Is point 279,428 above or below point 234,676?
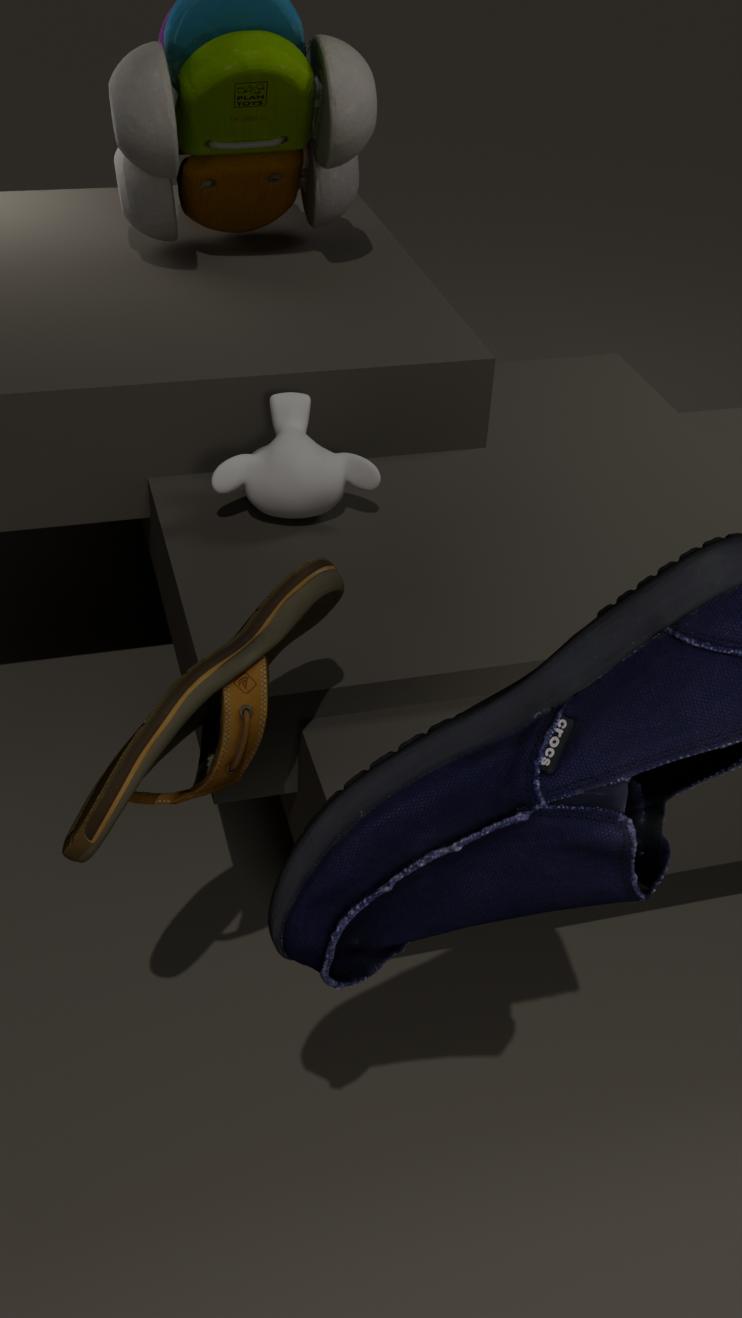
below
